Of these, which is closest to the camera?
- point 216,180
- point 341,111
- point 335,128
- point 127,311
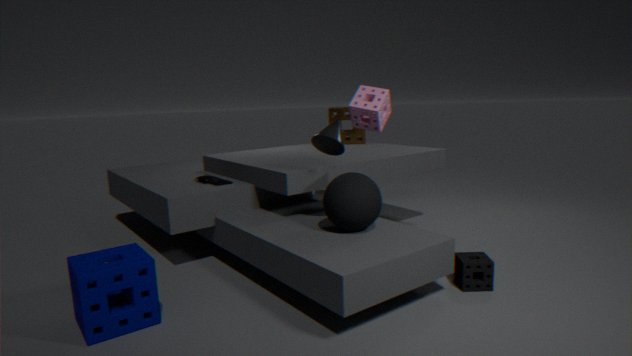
point 127,311
